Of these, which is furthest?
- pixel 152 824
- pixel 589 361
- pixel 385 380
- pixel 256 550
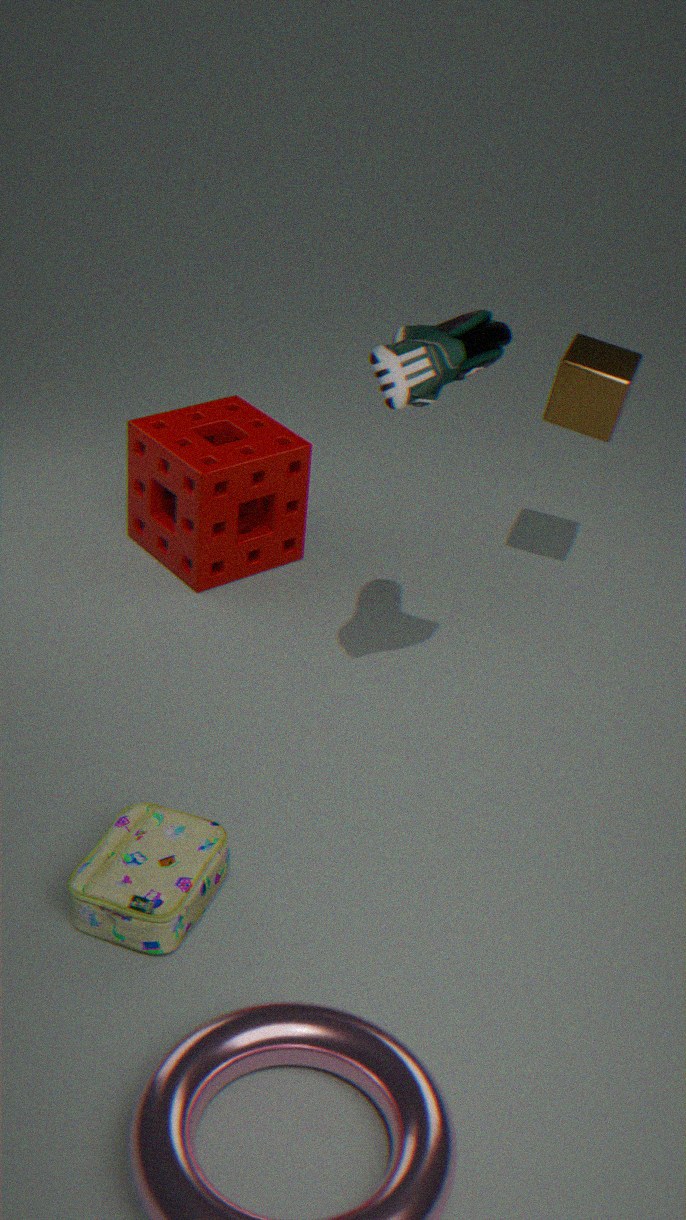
pixel 256 550
